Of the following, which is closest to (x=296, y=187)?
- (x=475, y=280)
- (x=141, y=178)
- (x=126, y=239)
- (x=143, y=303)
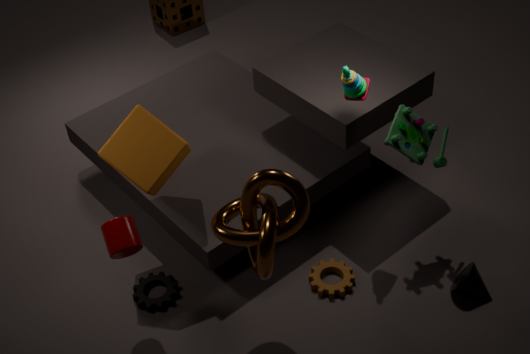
(x=126, y=239)
